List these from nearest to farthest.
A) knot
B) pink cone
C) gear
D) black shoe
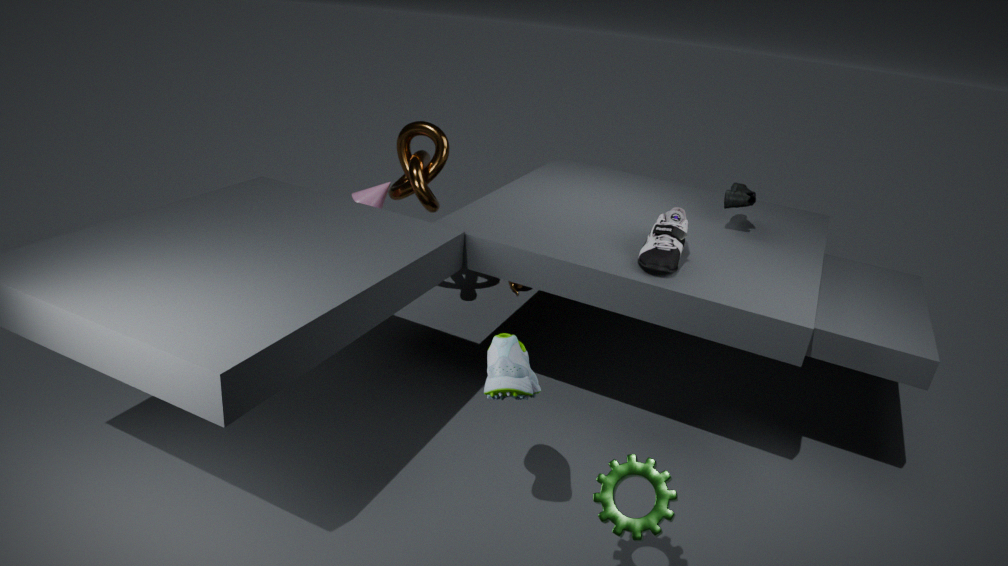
gear, black shoe, knot, pink cone
